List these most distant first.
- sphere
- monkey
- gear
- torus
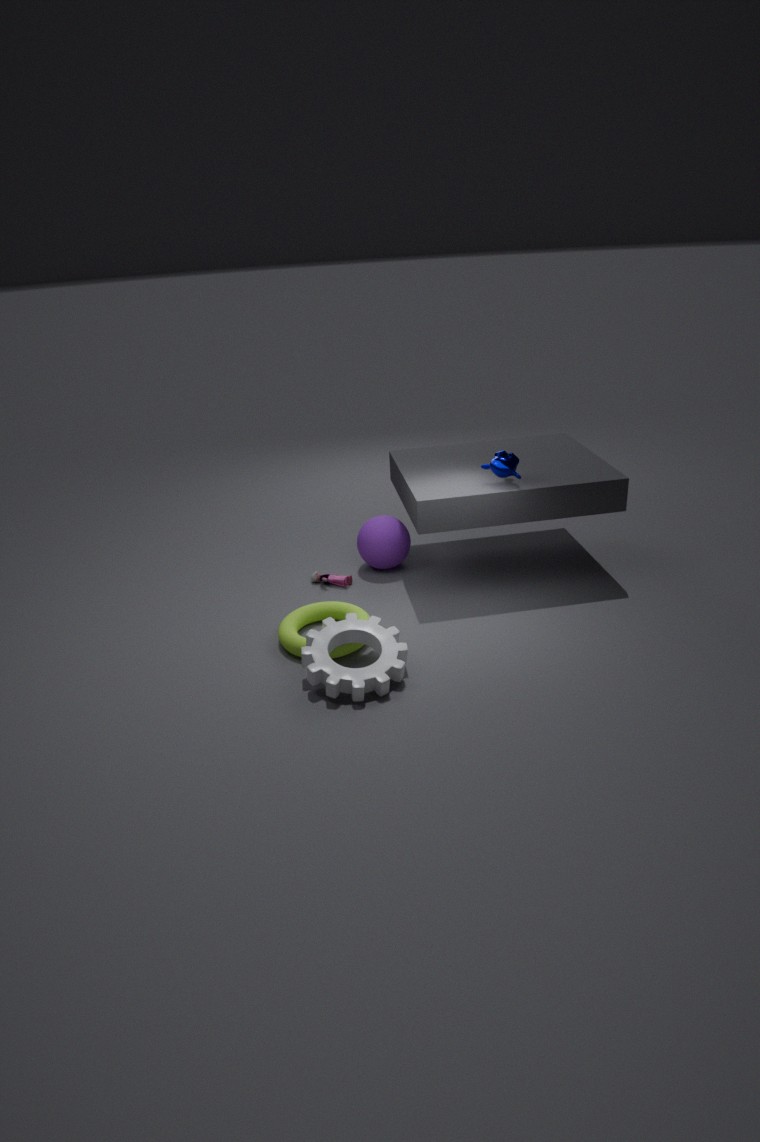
sphere
monkey
torus
gear
